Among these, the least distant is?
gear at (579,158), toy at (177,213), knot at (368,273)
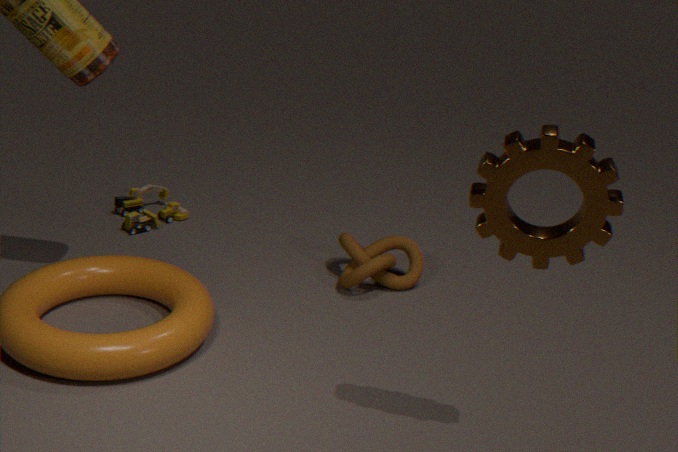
gear at (579,158)
